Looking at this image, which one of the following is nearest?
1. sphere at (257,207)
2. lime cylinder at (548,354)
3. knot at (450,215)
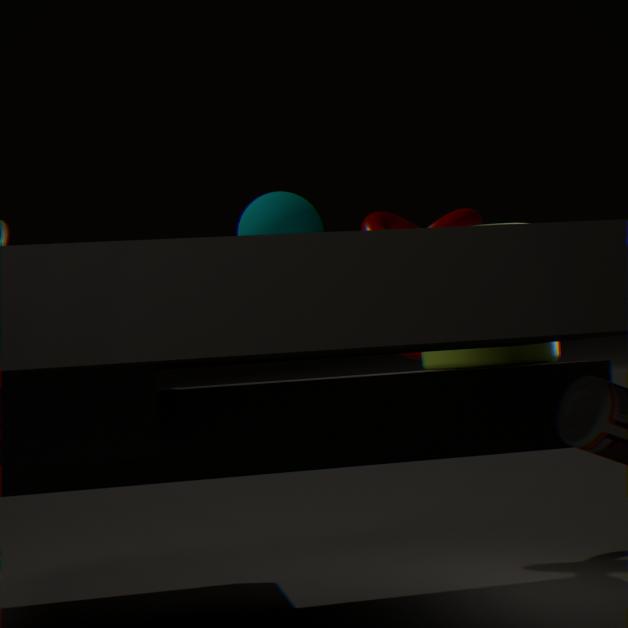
sphere at (257,207)
